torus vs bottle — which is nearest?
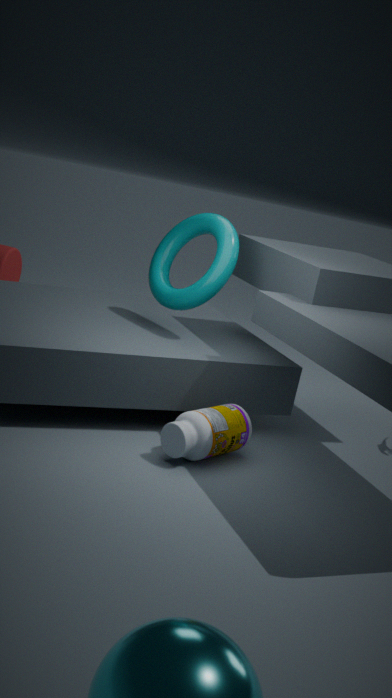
bottle
